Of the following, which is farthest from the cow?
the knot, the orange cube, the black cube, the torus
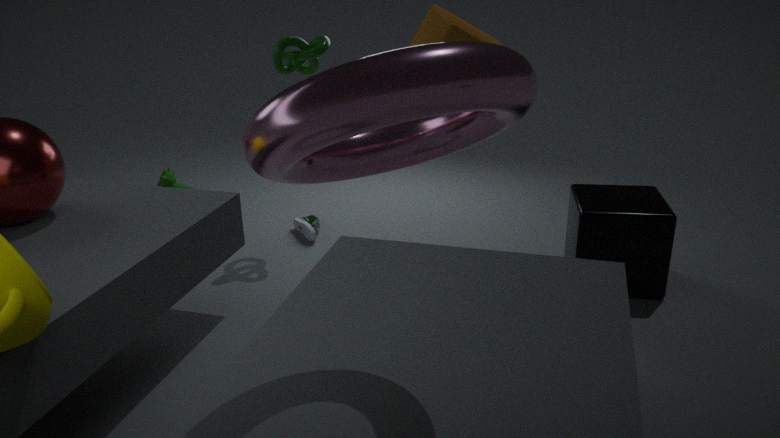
the torus
